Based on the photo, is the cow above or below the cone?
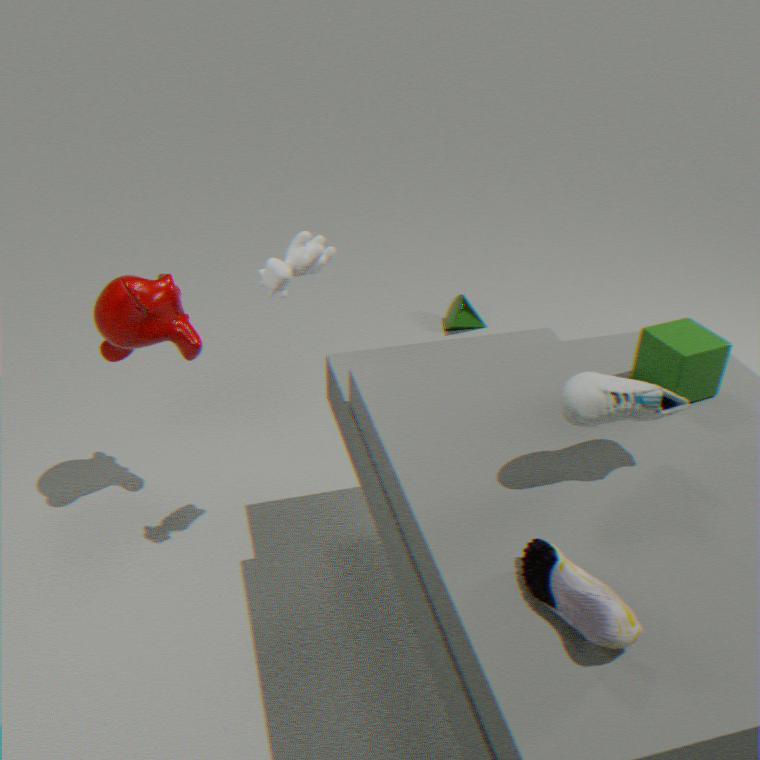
above
